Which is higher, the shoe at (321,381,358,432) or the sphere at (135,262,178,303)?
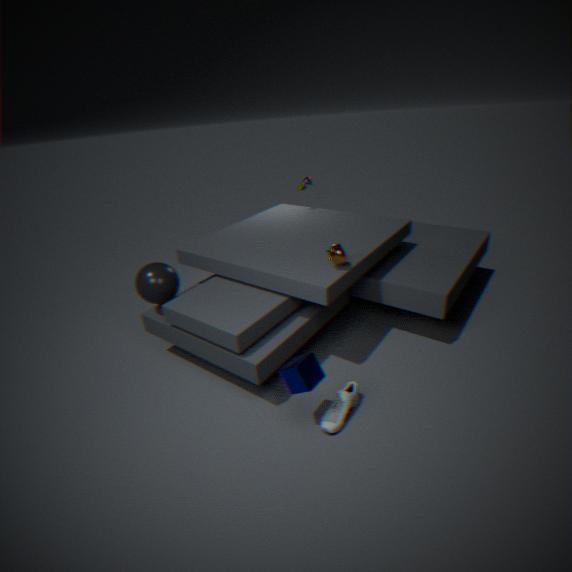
the sphere at (135,262,178,303)
